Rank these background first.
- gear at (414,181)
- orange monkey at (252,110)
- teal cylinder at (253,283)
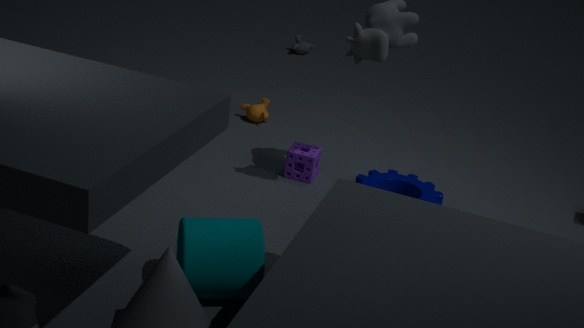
orange monkey at (252,110)
gear at (414,181)
teal cylinder at (253,283)
